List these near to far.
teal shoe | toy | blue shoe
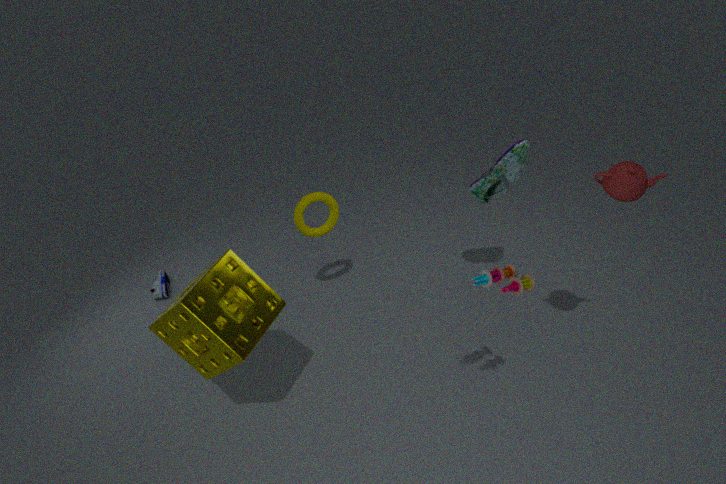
1. toy
2. teal shoe
3. blue shoe
